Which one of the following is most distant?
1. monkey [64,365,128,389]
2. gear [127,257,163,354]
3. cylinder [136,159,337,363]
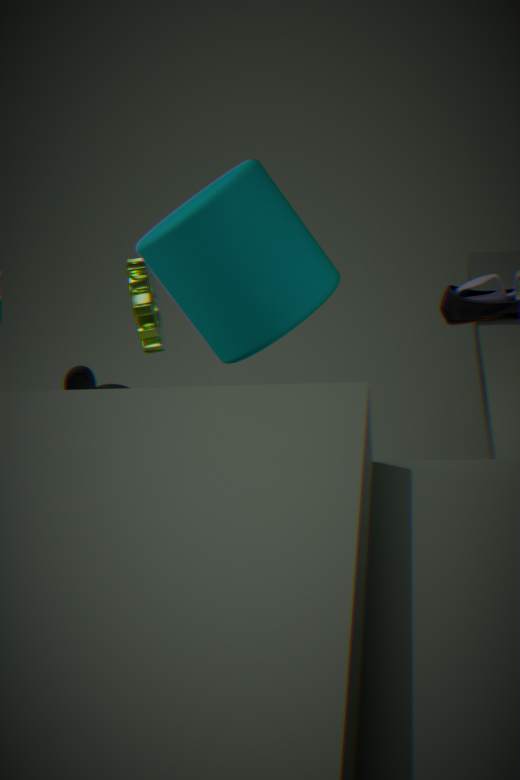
monkey [64,365,128,389]
